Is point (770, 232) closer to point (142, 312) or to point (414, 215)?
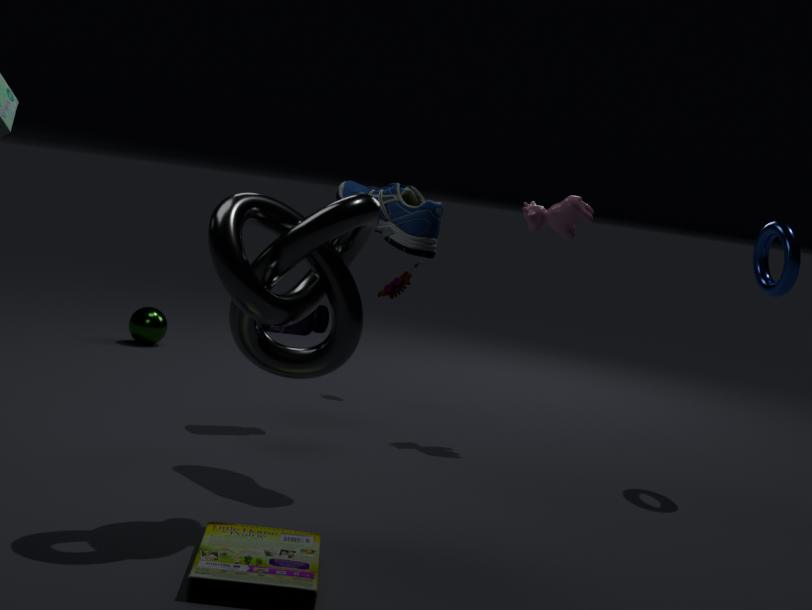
point (414, 215)
